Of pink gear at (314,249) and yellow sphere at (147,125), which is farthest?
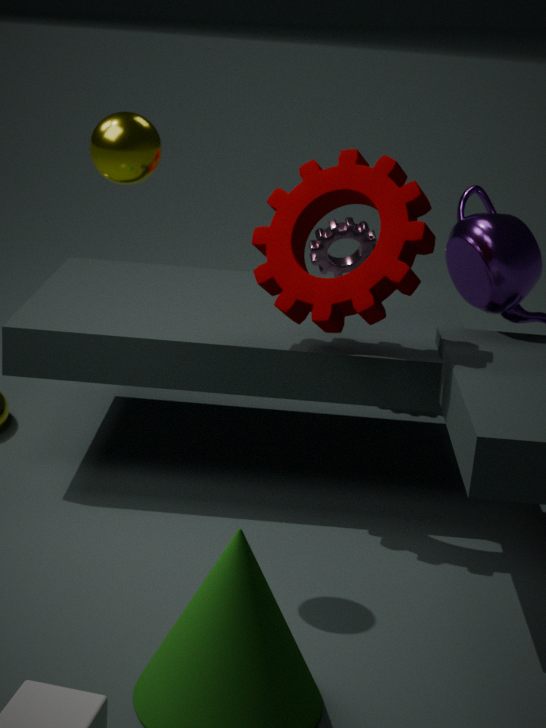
pink gear at (314,249)
